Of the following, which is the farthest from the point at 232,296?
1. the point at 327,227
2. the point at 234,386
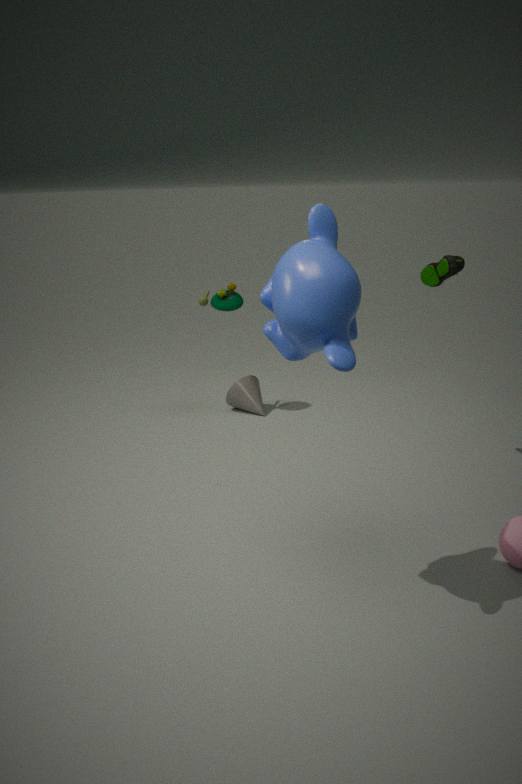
the point at 327,227
